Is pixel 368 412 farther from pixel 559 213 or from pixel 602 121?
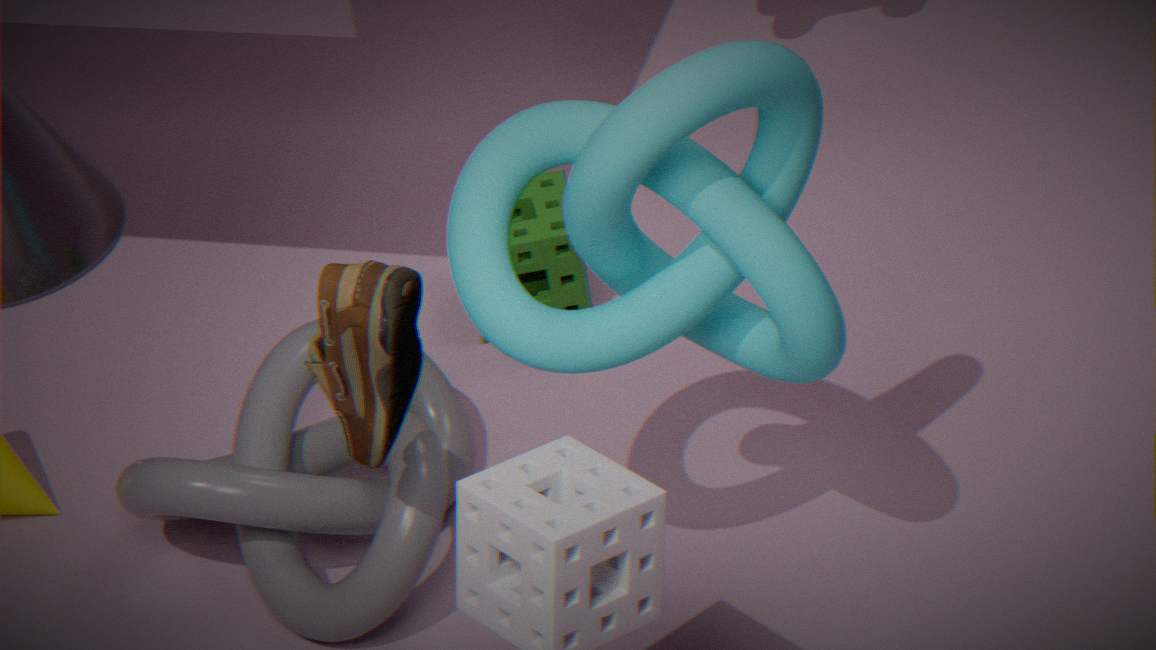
pixel 559 213
